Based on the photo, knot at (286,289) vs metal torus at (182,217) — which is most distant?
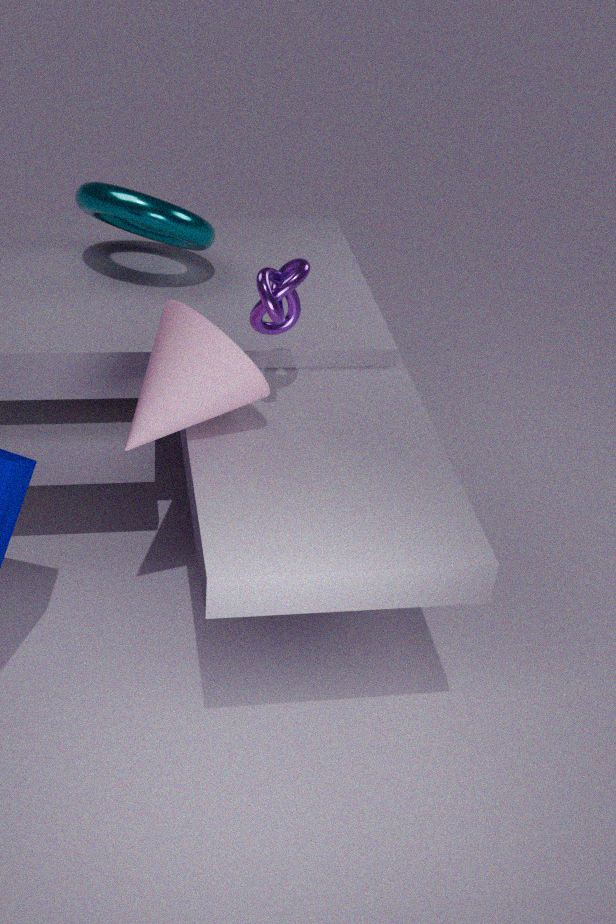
metal torus at (182,217)
